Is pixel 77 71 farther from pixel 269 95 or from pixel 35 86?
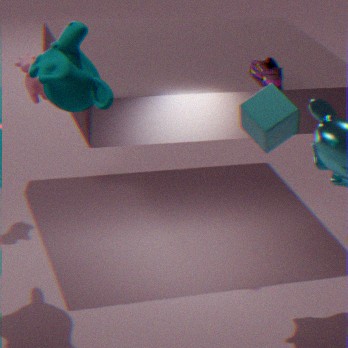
pixel 269 95
